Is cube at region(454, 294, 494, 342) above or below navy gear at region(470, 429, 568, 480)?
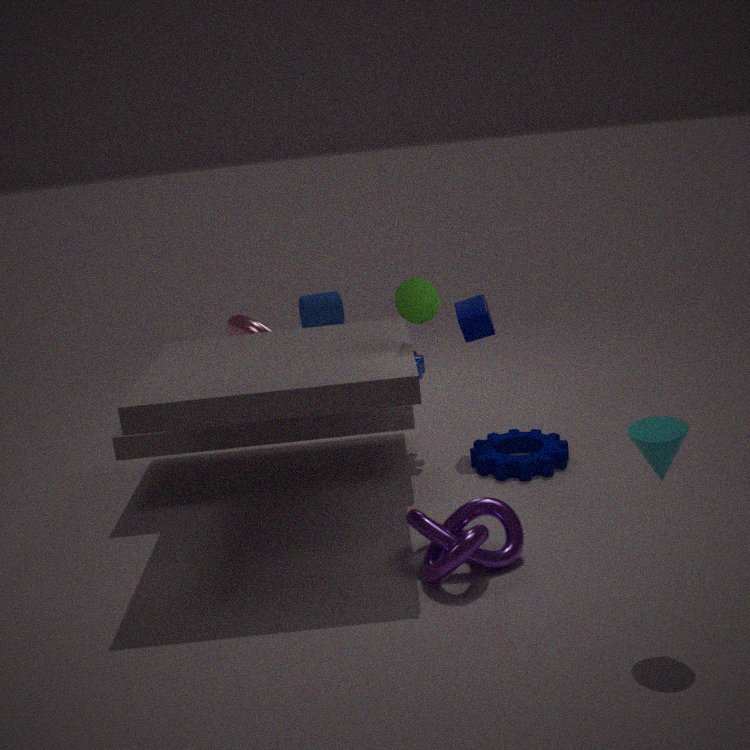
above
